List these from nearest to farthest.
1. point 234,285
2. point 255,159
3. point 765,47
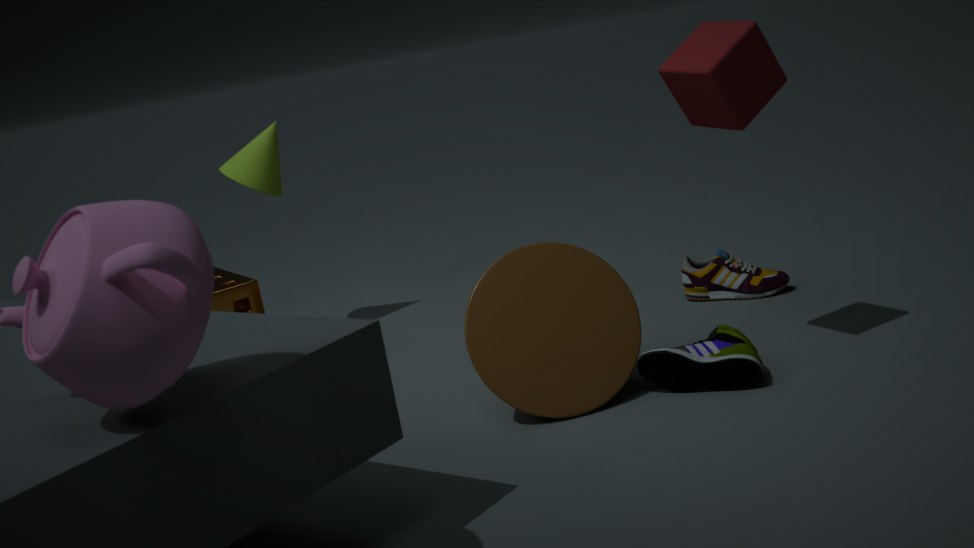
point 765,47 → point 234,285 → point 255,159
